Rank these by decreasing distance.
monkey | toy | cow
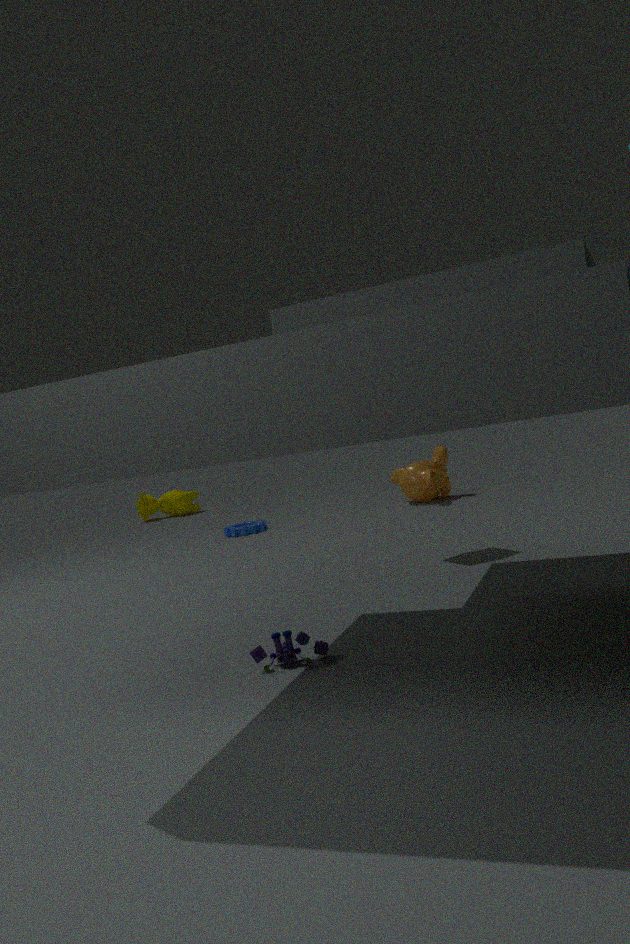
1. cow
2. monkey
3. toy
